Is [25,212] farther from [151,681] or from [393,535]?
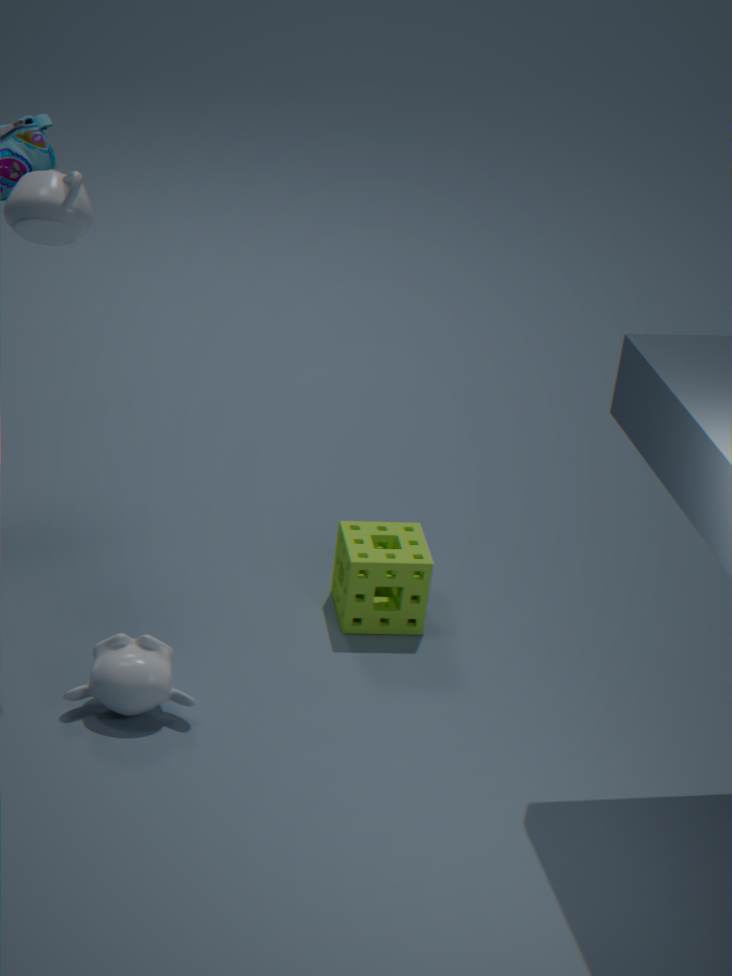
[393,535]
